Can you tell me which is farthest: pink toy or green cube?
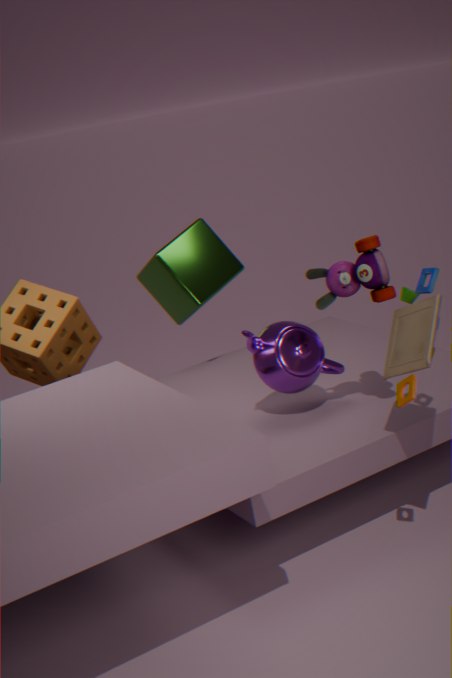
green cube
